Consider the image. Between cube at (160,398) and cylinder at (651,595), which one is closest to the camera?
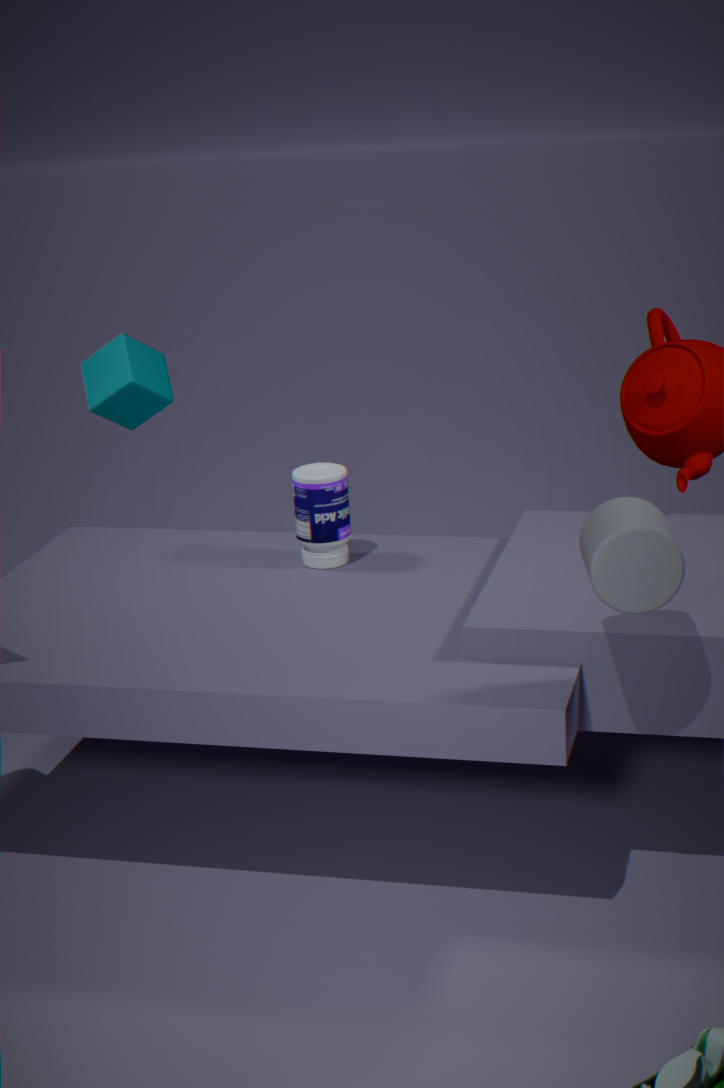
cylinder at (651,595)
